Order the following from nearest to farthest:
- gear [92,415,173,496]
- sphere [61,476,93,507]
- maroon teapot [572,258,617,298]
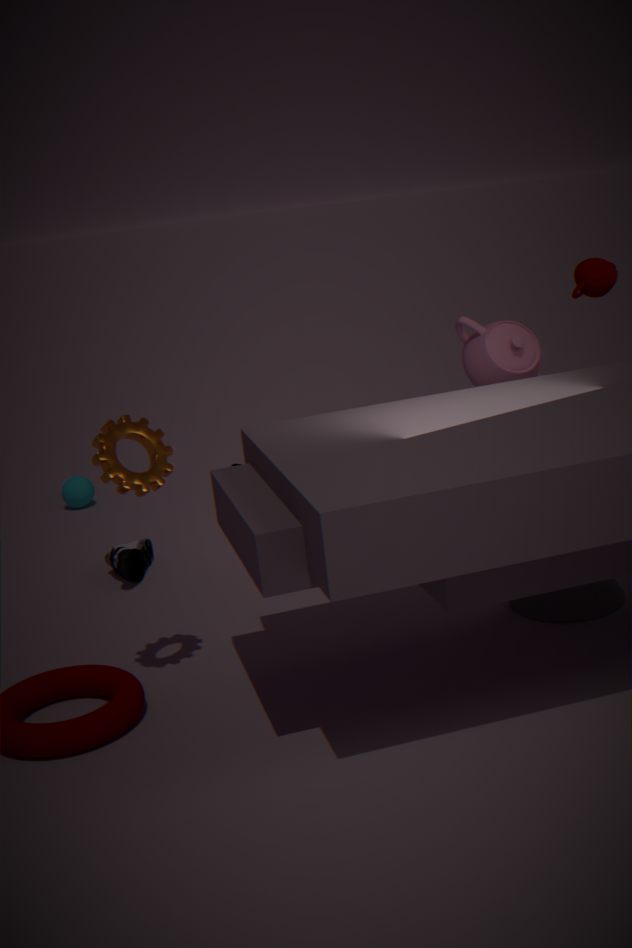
gear [92,415,173,496]
maroon teapot [572,258,617,298]
sphere [61,476,93,507]
